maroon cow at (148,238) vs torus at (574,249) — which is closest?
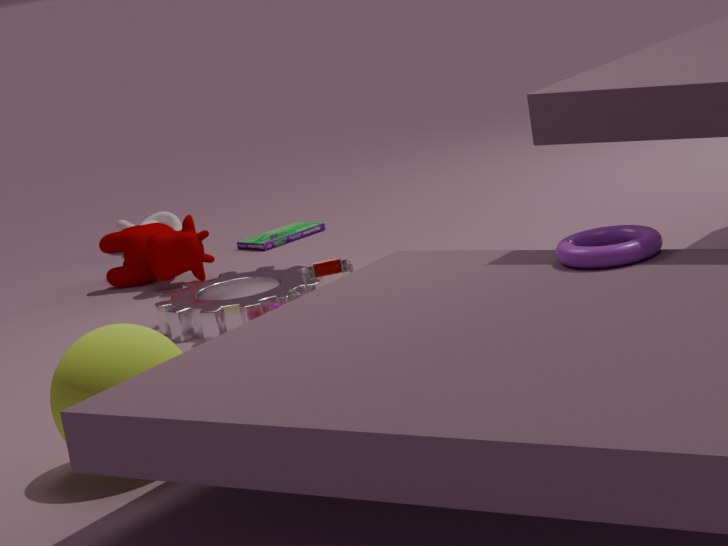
torus at (574,249)
